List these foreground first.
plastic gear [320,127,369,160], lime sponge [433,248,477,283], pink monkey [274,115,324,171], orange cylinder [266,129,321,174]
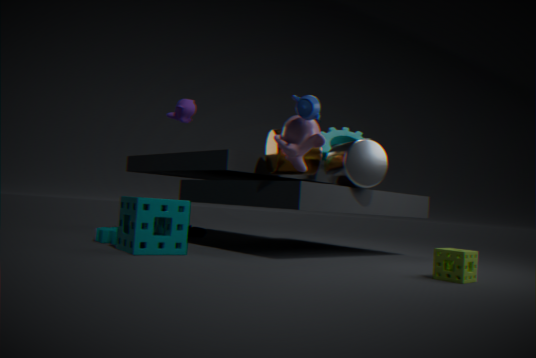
lime sponge [433,248,477,283] → pink monkey [274,115,324,171] → orange cylinder [266,129,321,174] → plastic gear [320,127,369,160]
